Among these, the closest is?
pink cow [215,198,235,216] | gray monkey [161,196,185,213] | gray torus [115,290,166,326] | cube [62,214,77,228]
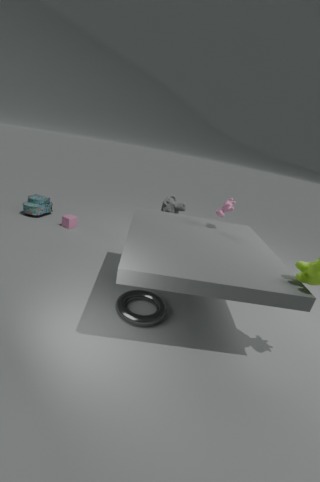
gray torus [115,290,166,326]
